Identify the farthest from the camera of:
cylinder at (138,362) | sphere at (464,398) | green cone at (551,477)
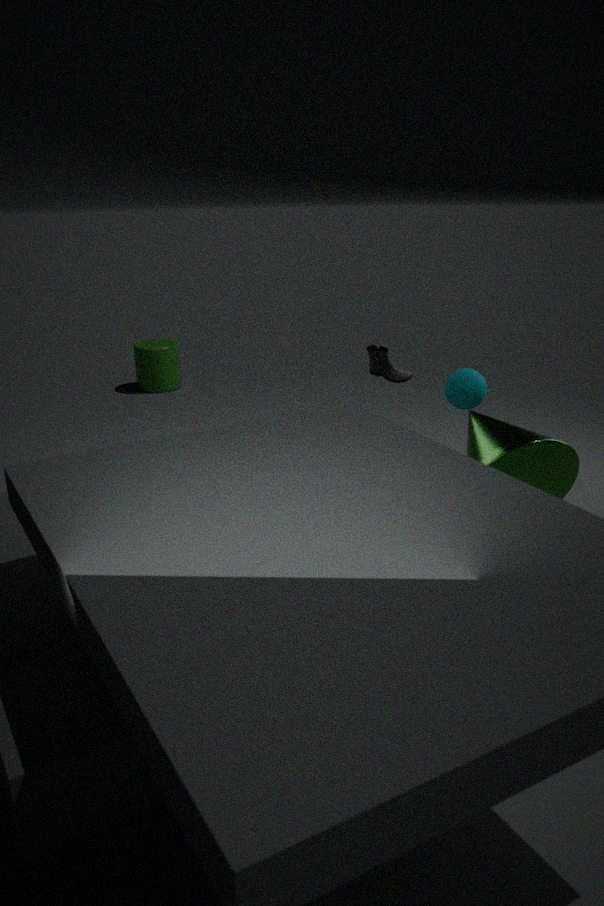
cylinder at (138,362)
